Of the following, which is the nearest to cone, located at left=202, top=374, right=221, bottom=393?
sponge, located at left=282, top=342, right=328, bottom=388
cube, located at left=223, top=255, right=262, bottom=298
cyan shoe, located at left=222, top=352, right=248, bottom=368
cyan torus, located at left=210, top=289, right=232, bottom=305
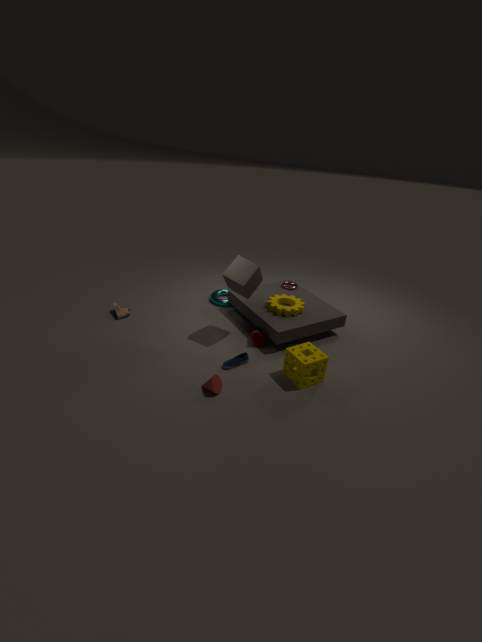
cyan shoe, located at left=222, top=352, right=248, bottom=368
